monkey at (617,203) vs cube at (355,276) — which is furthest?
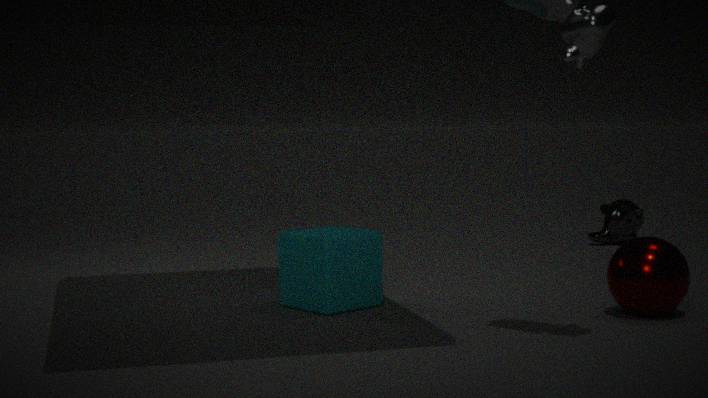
monkey at (617,203)
